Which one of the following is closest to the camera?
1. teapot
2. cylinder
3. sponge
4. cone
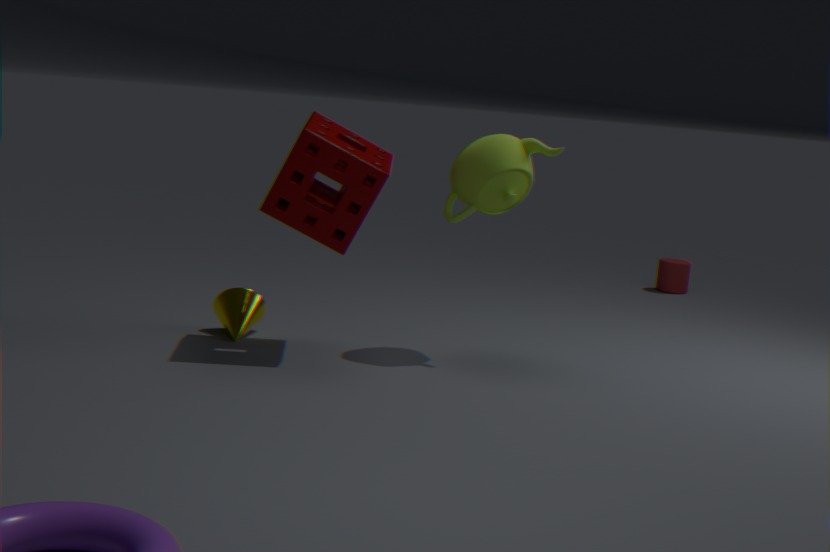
sponge
